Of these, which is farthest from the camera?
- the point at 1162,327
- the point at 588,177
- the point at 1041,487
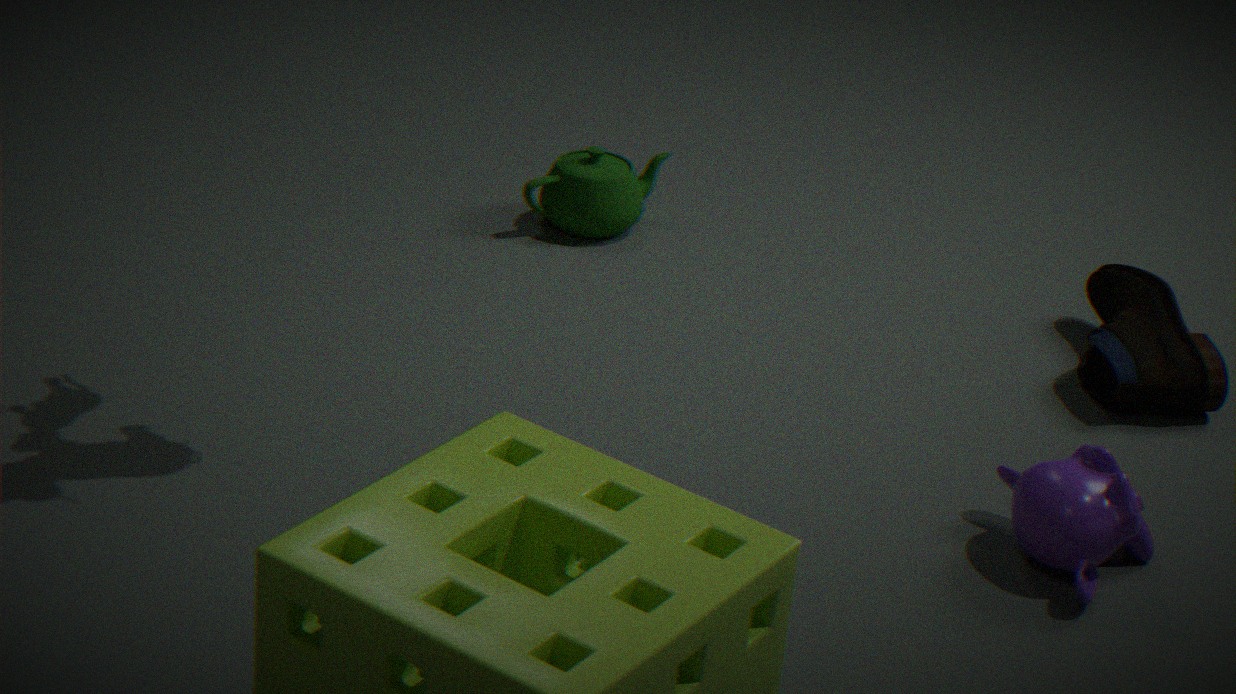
the point at 588,177
